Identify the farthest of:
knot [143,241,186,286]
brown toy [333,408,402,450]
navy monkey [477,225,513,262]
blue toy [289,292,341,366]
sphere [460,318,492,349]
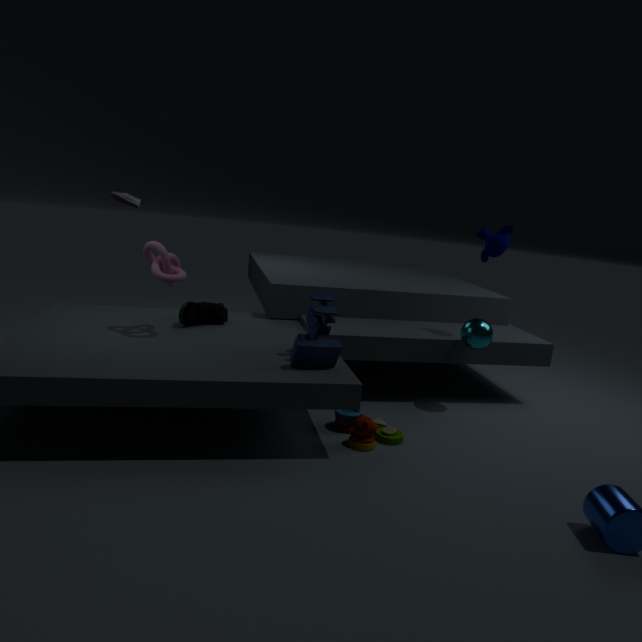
navy monkey [477,225,513,262]
